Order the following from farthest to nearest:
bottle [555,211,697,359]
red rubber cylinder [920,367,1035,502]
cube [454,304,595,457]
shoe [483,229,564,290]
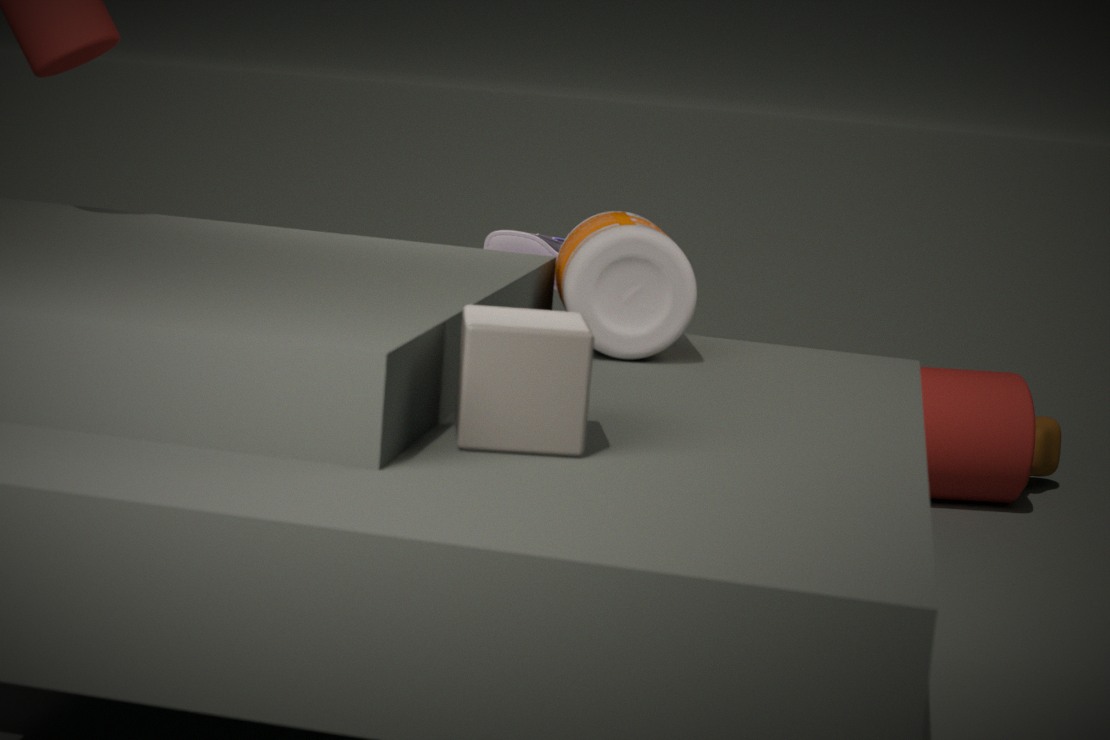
red rubber cylinder [920,367,1035,502] < shoe [483,229,564,290] < bottle [555,211,697,359] < cube [454,304,595,457]
